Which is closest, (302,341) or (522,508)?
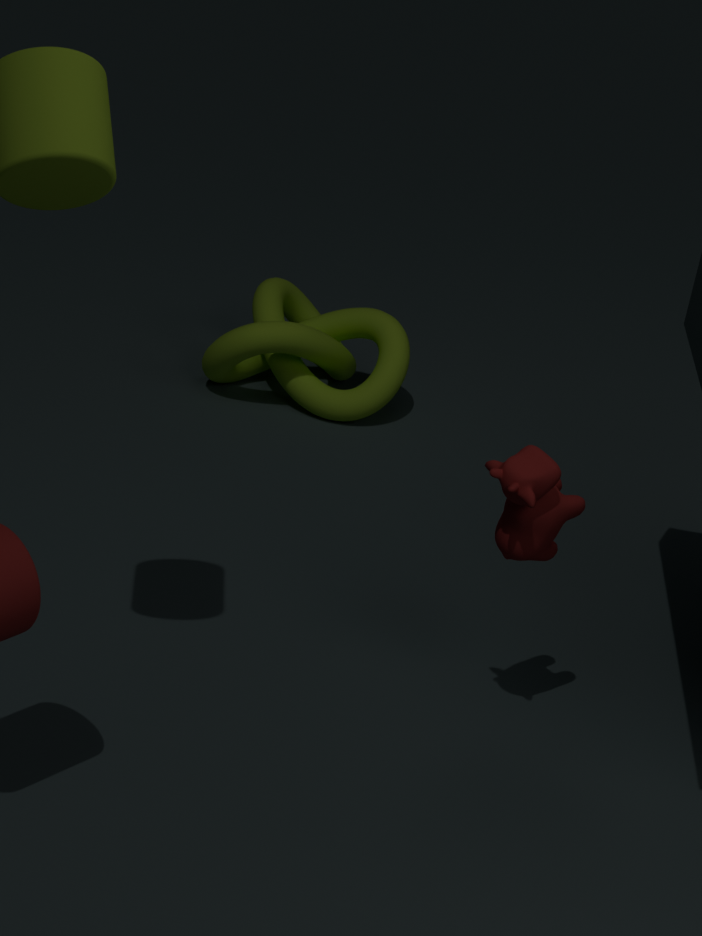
(522,508)
